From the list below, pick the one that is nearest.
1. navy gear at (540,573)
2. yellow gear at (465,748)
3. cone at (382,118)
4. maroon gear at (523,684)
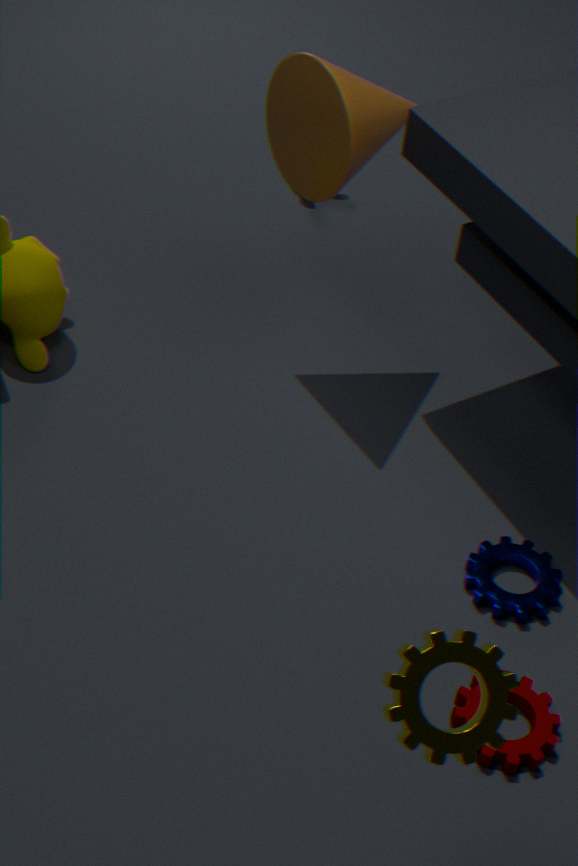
yellow gear at (465,748)
